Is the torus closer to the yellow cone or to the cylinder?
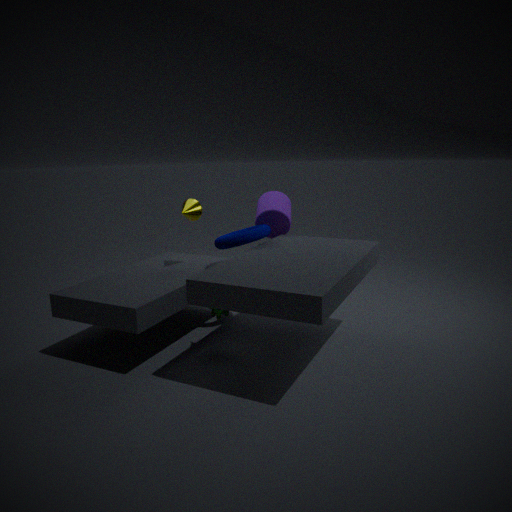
the cylinder
